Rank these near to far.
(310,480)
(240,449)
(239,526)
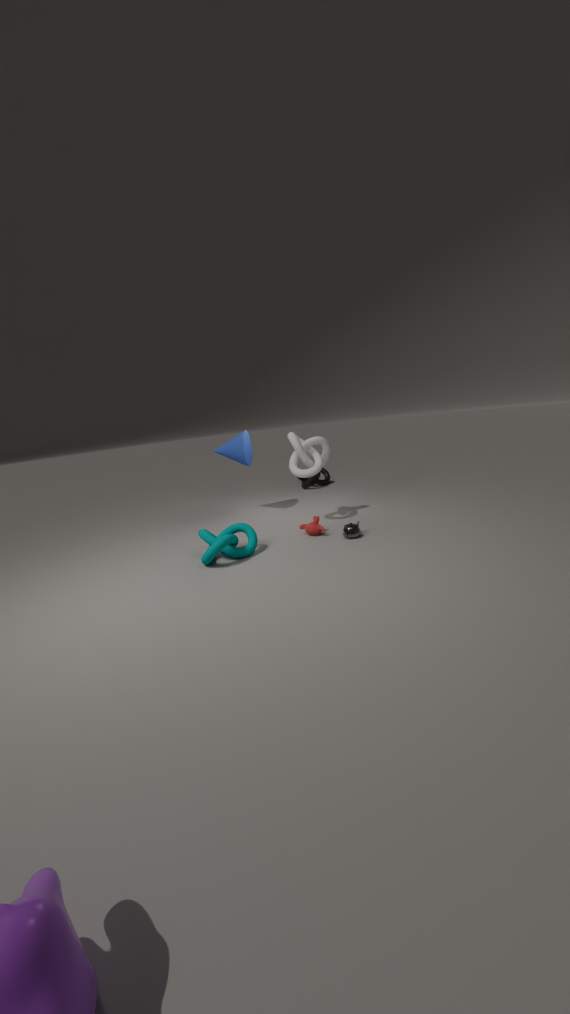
1. (239,526)
2. (240,449)
3. (310,480)
